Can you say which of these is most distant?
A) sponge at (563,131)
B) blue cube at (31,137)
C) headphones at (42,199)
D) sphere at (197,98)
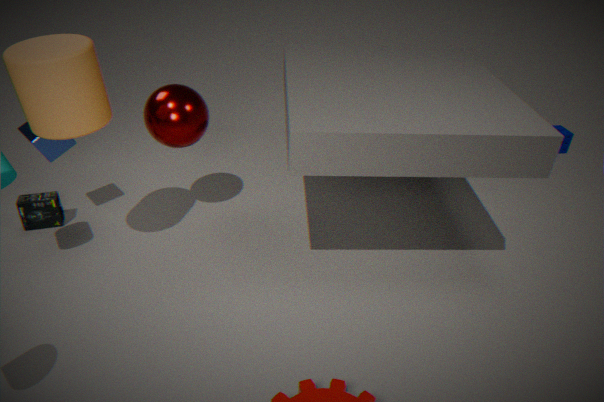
A. sponge at (563,131)
